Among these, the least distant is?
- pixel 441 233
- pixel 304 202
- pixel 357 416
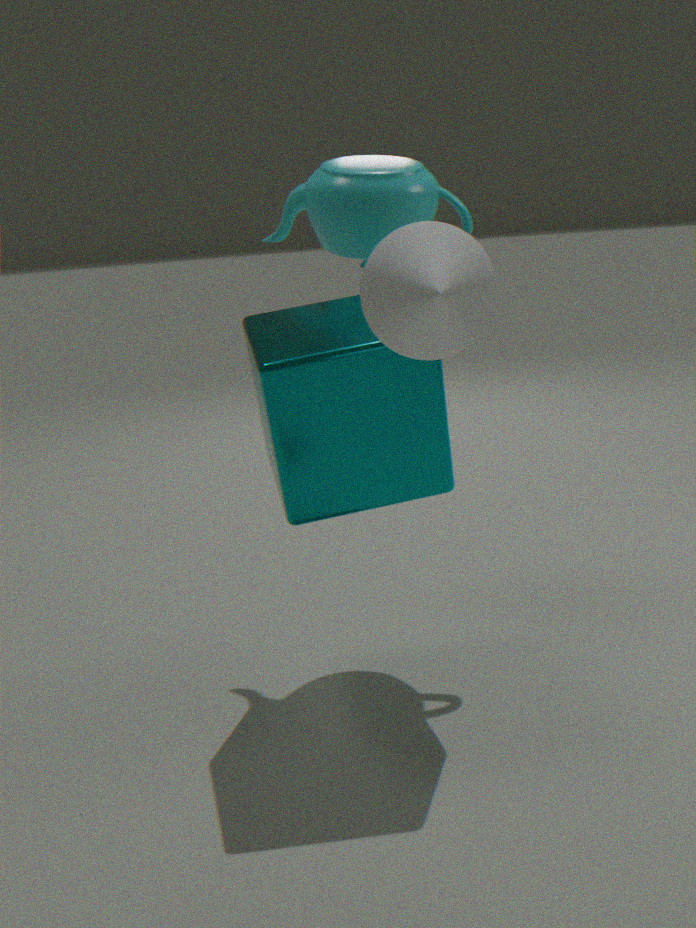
pixel 441 233
